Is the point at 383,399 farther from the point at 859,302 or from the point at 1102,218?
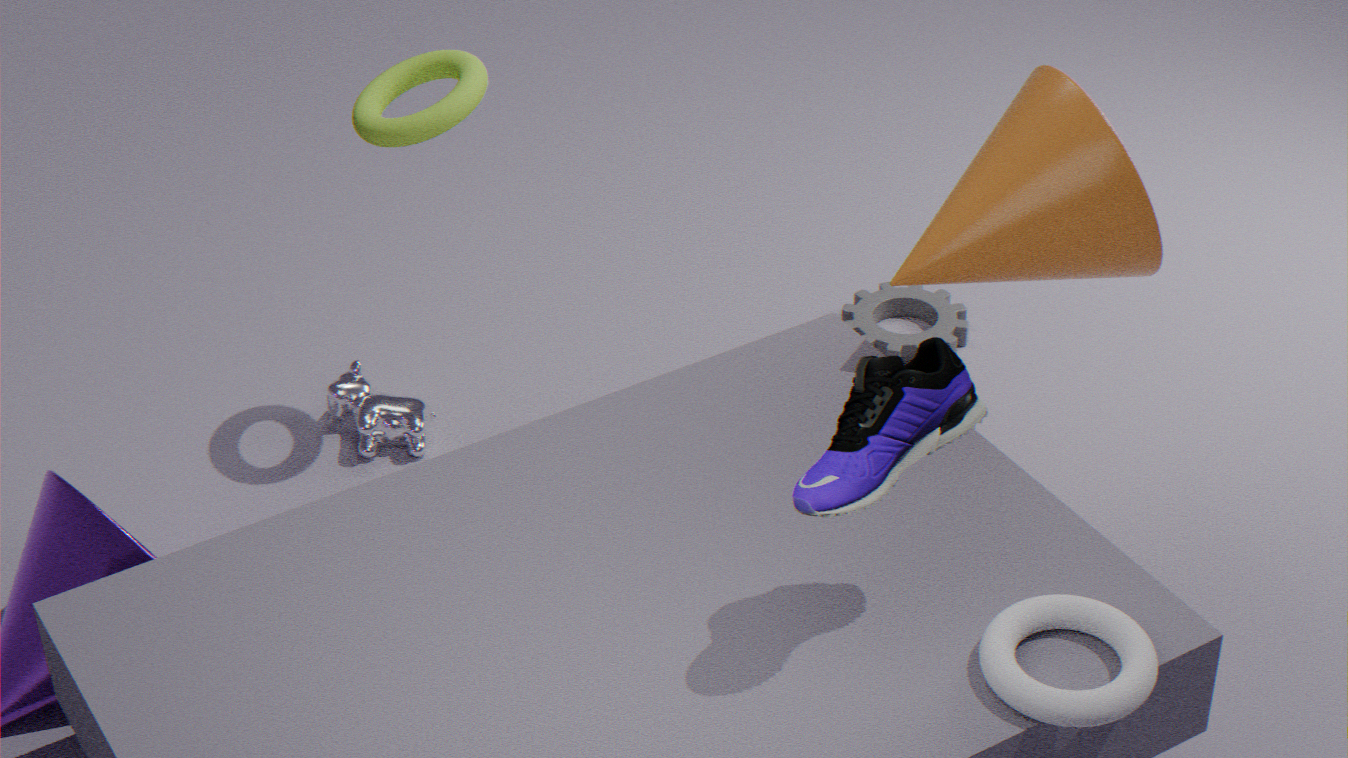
the point at 1102,218
